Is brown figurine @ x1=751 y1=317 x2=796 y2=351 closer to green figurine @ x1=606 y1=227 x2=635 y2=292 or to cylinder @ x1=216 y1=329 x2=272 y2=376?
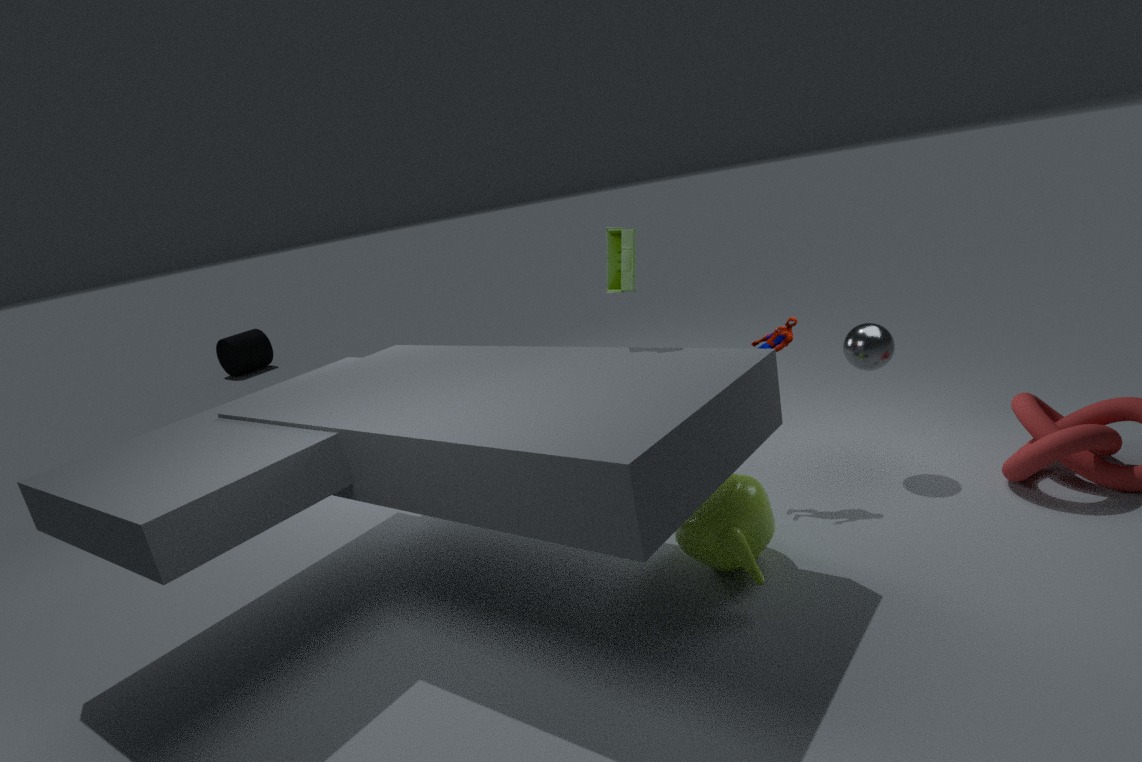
green figurine @ x1=606 y1=227 x2=635 y2=292
